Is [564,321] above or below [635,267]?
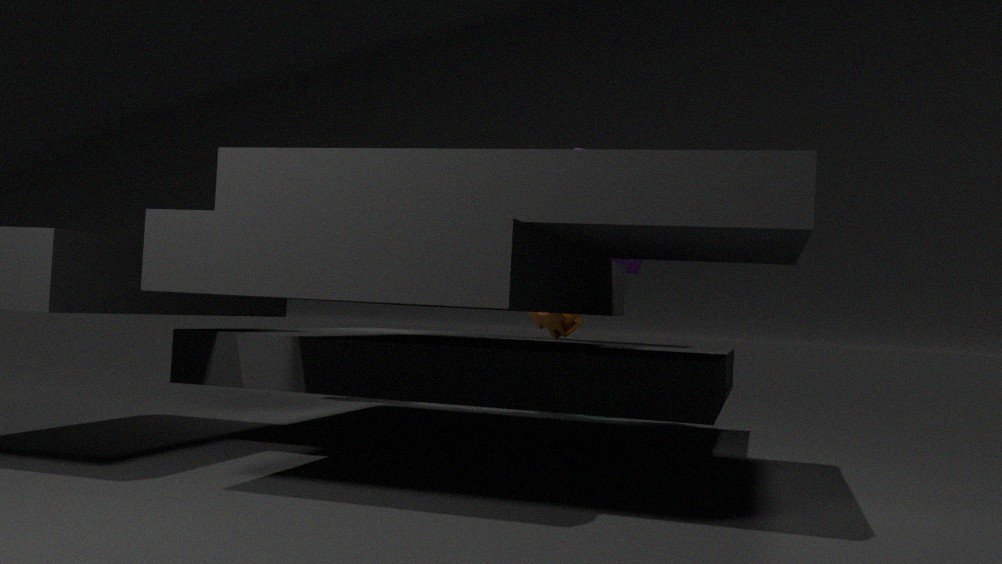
below
